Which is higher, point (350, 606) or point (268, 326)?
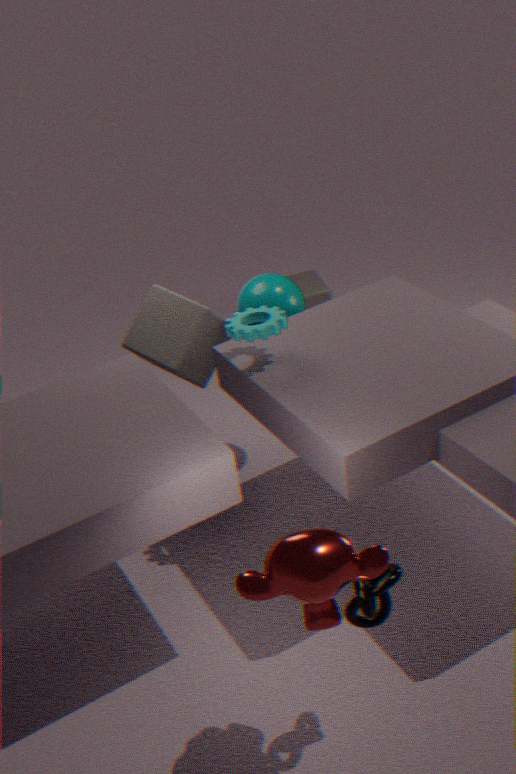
point (268, 326)
